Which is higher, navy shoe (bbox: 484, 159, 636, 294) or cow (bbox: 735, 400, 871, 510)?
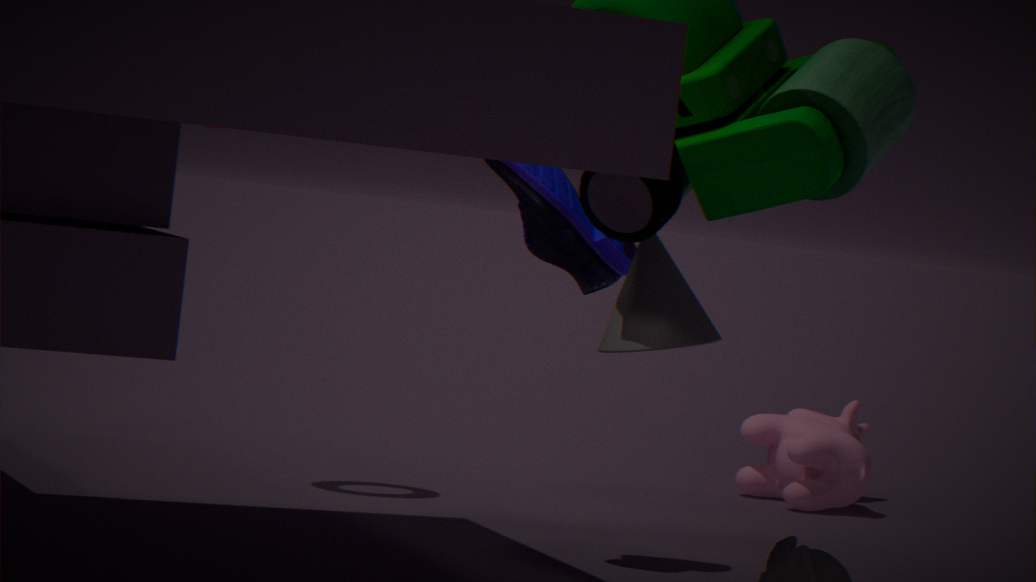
navy shoe (bbox: 484, 159, 636, 294)
